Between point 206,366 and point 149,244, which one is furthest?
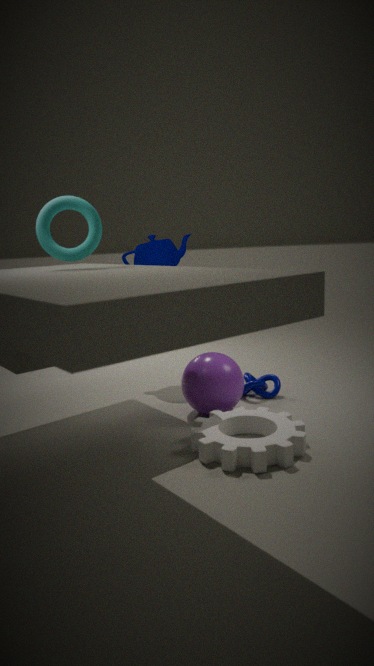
point 149,244
